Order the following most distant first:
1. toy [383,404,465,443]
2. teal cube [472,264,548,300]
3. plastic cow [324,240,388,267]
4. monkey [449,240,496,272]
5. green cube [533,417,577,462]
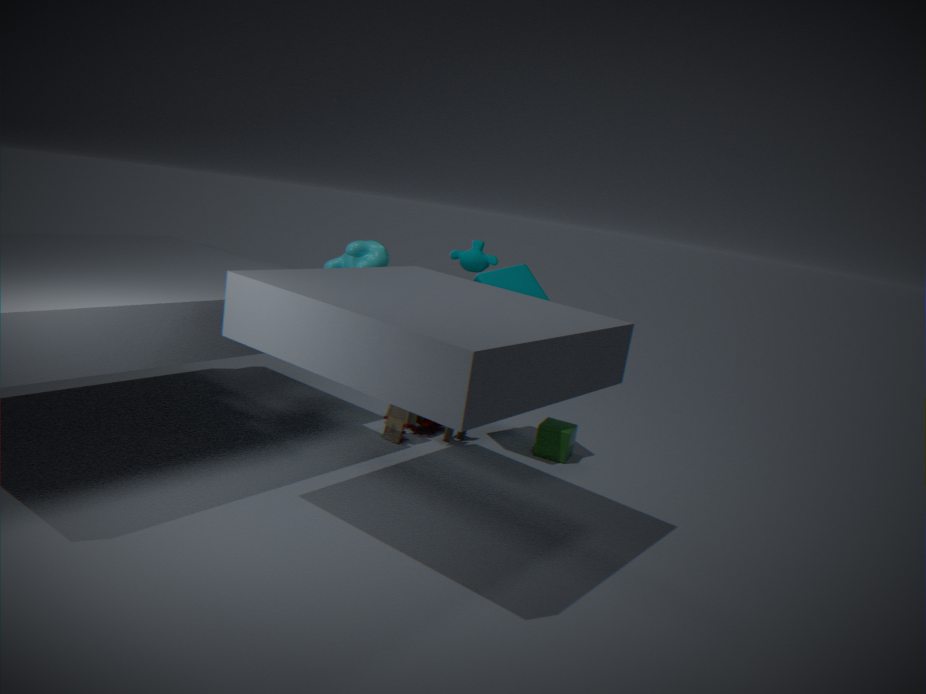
1. green cube [533,417,577,462]
2. toy [383,404,465,443]
3. monkey [449,240,496,272]
4. teal cube [472,264,548,300]
5. plastic cow [324,240,388,267]
